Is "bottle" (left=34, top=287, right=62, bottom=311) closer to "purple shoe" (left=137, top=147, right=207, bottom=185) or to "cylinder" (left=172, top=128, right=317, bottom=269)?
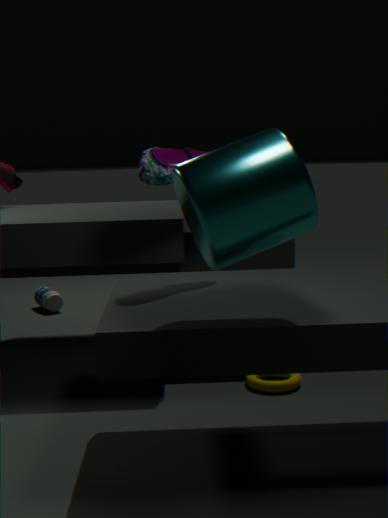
"purple shoe" (left=137, top=147, right=207, bottom=185)
